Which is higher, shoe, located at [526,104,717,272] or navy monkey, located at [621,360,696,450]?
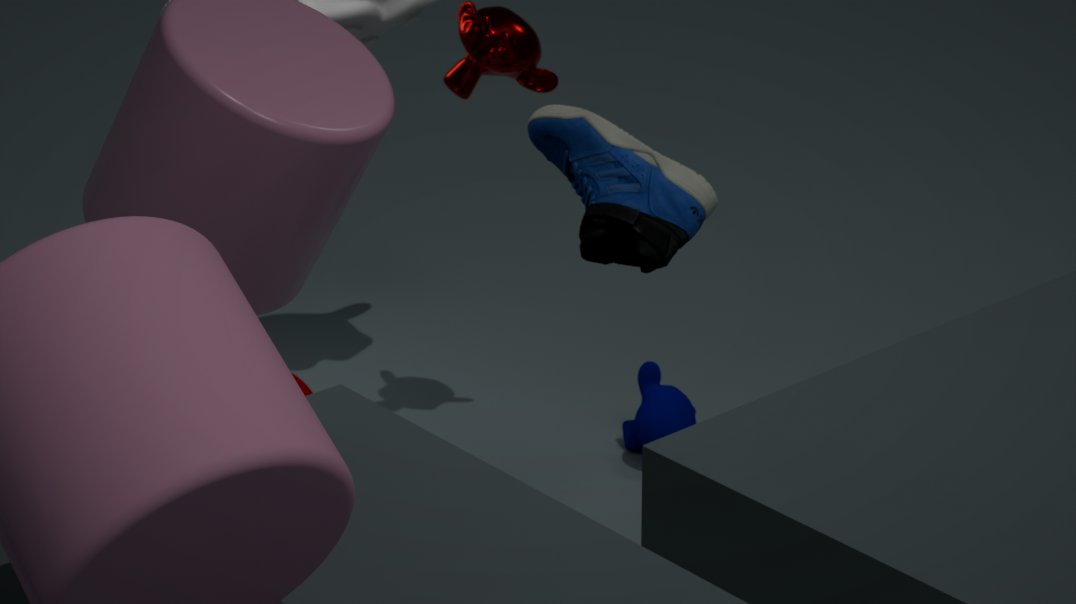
shoe, located at [526,104,717,272]
